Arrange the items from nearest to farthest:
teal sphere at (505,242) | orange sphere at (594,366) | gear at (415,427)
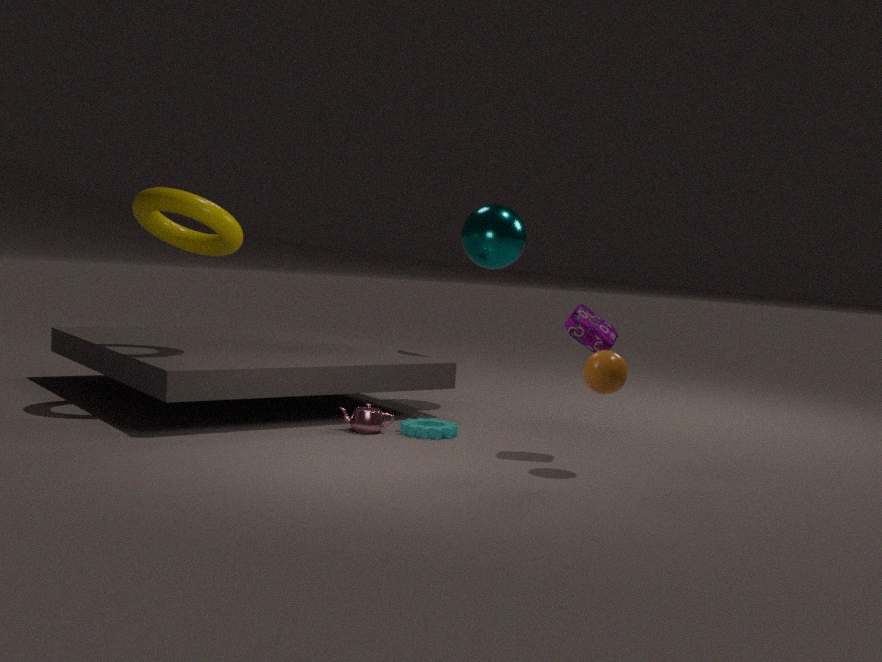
orange sphere at (594,366) < gear at (415,427) < teal sphere at (505,242)
